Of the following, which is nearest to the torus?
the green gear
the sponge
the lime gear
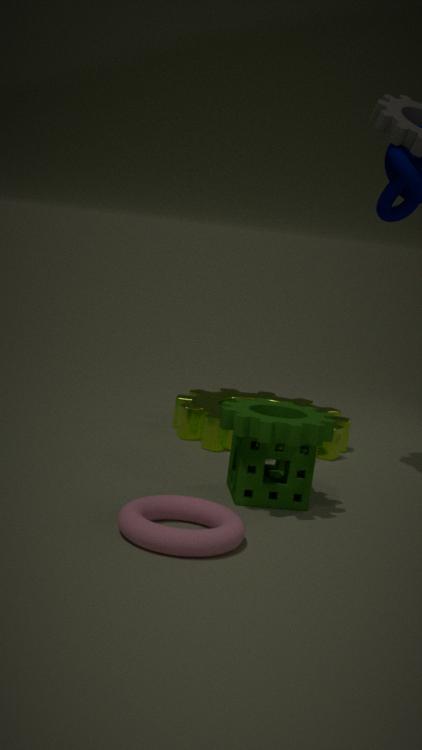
the sponge
